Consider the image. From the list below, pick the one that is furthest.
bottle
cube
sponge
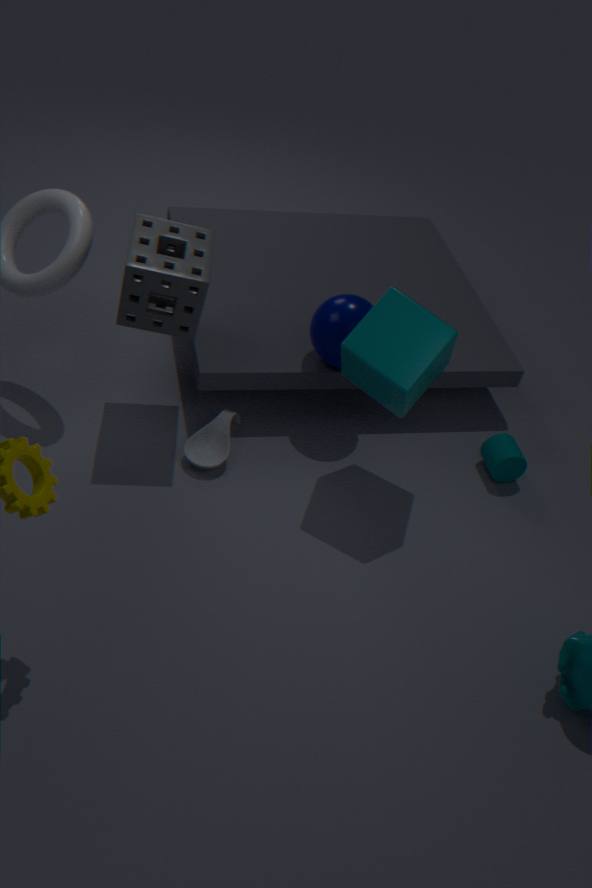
bottle
